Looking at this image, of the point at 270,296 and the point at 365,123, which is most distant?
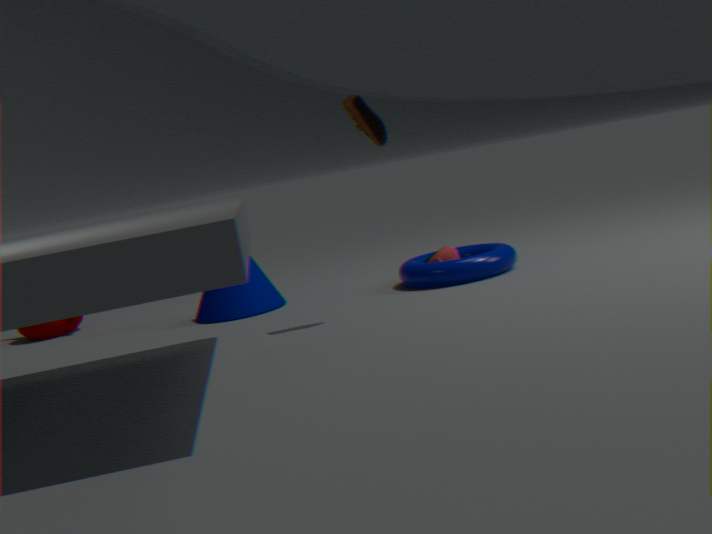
the point at 270,296
